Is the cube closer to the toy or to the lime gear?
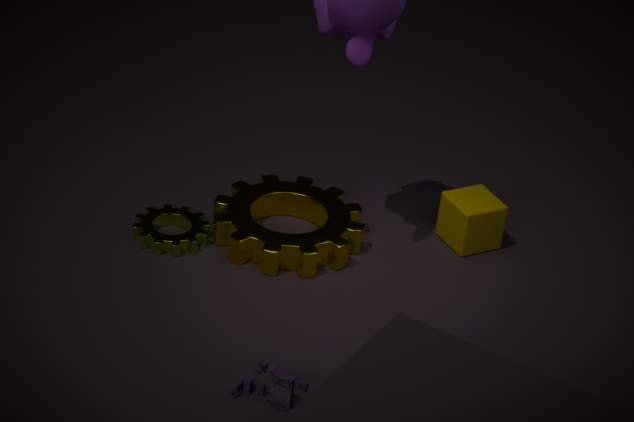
the lime gear
